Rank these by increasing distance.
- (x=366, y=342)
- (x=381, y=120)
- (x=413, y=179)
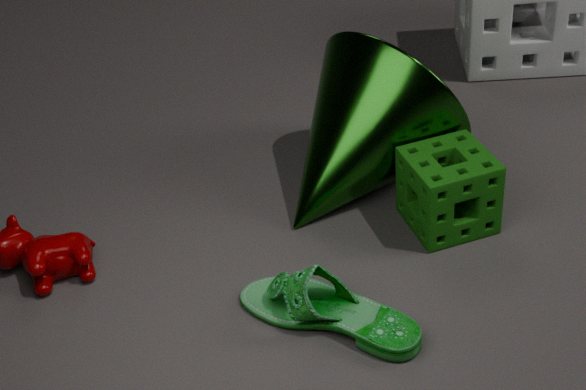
(x=366, y=342), (x=413, y=179), (x=381, y=120)
